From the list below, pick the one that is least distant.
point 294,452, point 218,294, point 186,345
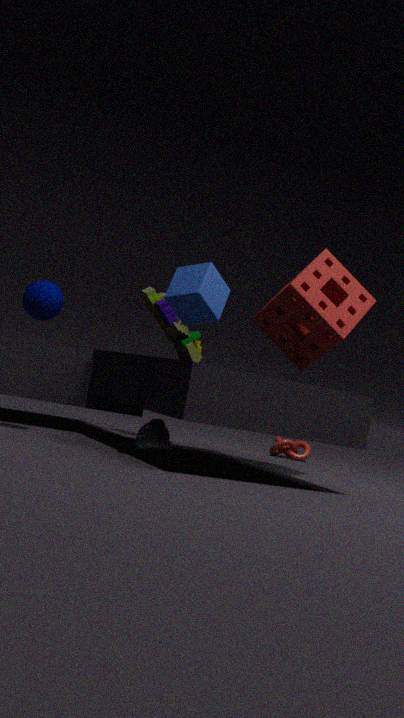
point 218,294
